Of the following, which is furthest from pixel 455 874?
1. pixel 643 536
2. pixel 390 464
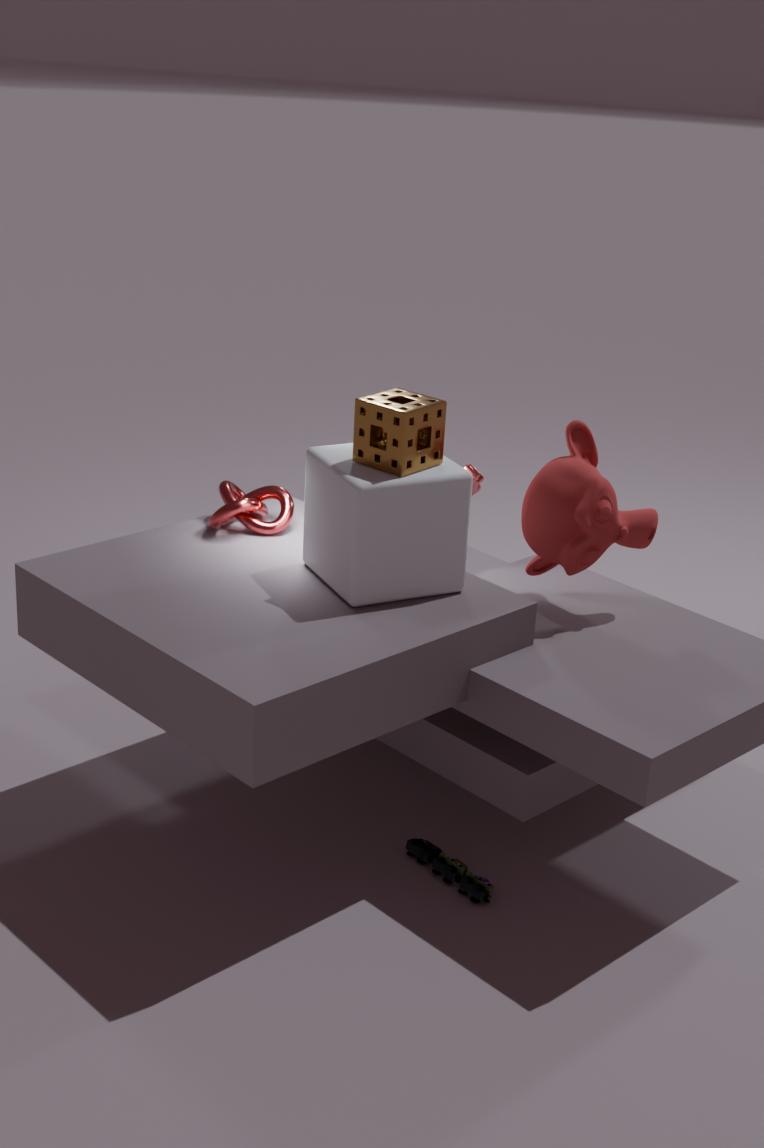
pixel 390 464
